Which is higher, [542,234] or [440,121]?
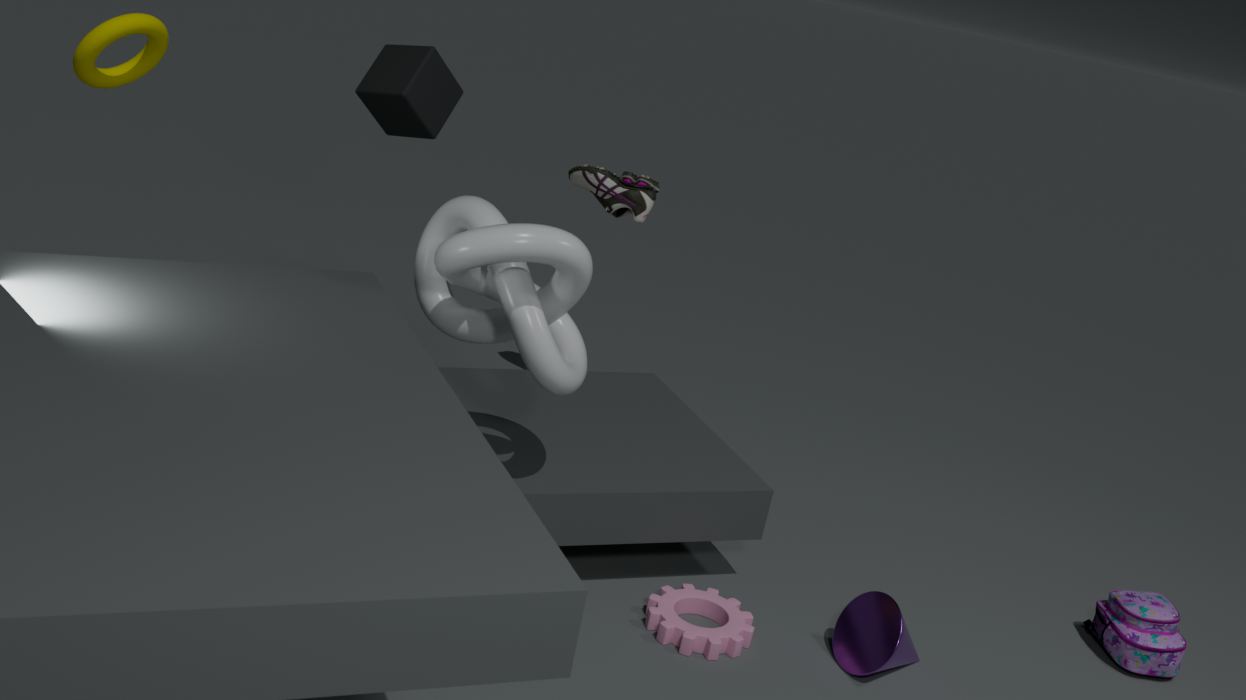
[440,121]
